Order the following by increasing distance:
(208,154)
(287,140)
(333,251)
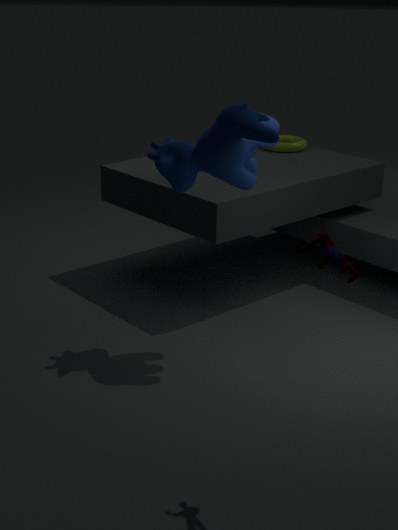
1. (333,251)
2. (208,154)
3. (287,140)
